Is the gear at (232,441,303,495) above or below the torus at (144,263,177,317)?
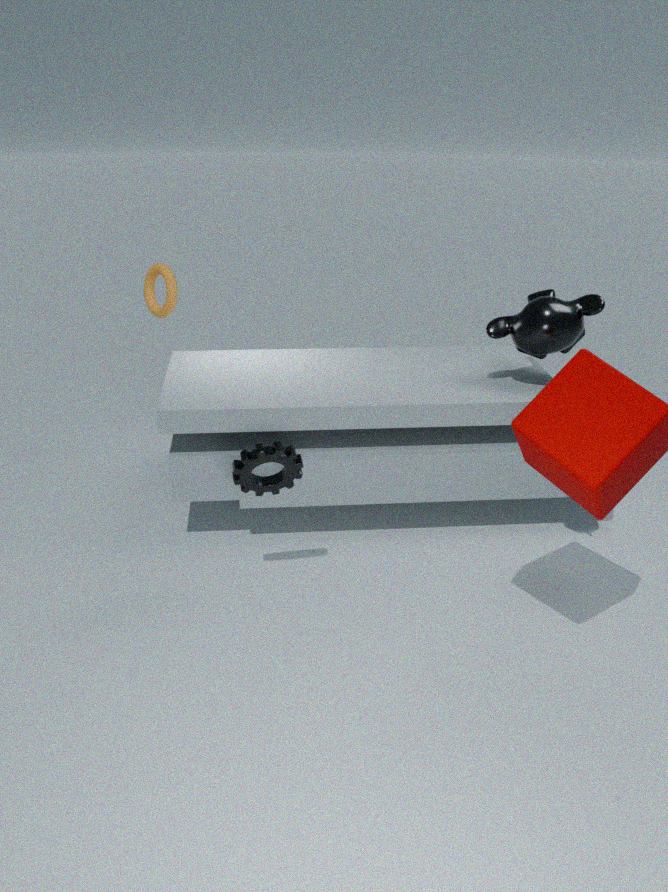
below
